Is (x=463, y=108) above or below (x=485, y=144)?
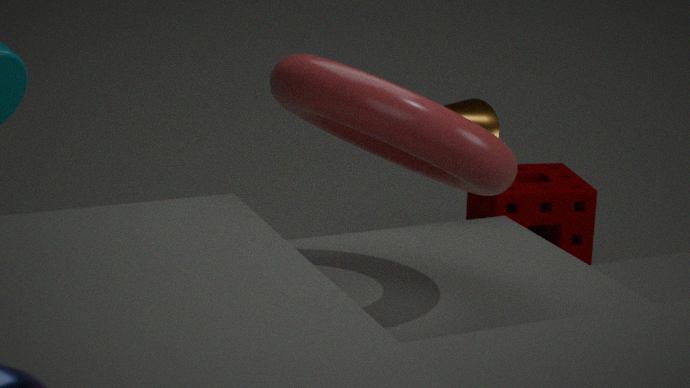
below
